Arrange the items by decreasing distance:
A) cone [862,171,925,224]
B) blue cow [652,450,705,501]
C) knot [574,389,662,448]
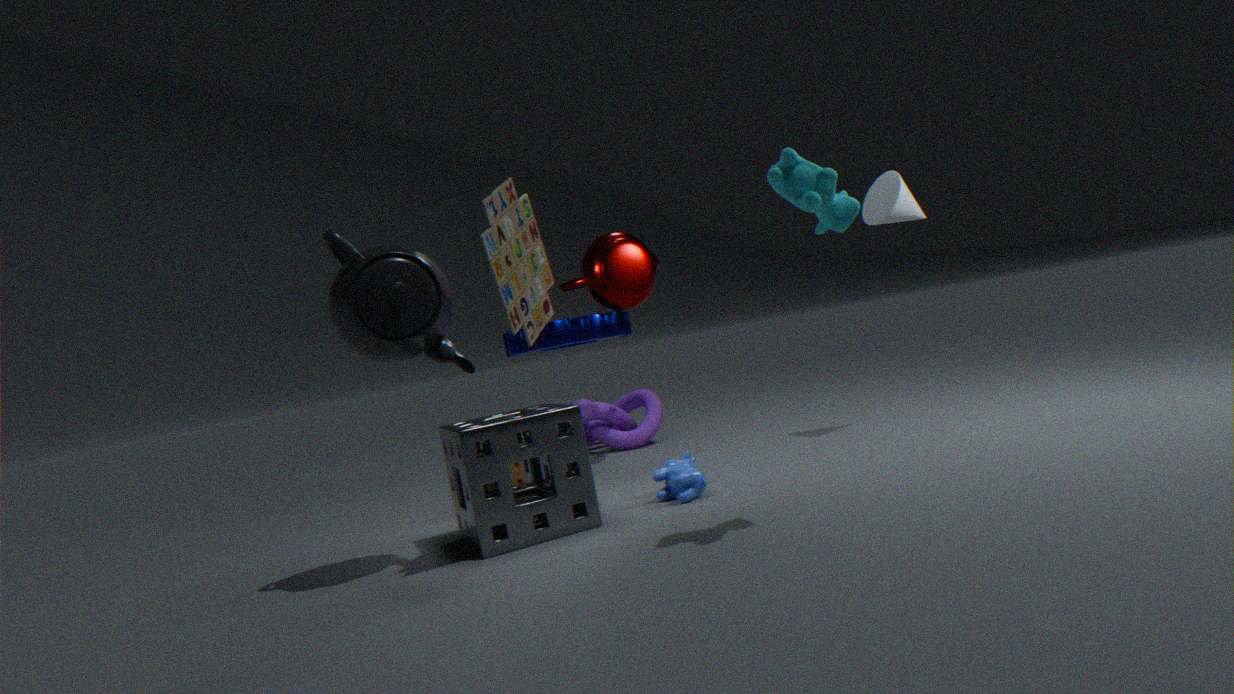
knot [574,389,662,448]
cone [862,171,925,224]
blue cow [652,450,705,501]
